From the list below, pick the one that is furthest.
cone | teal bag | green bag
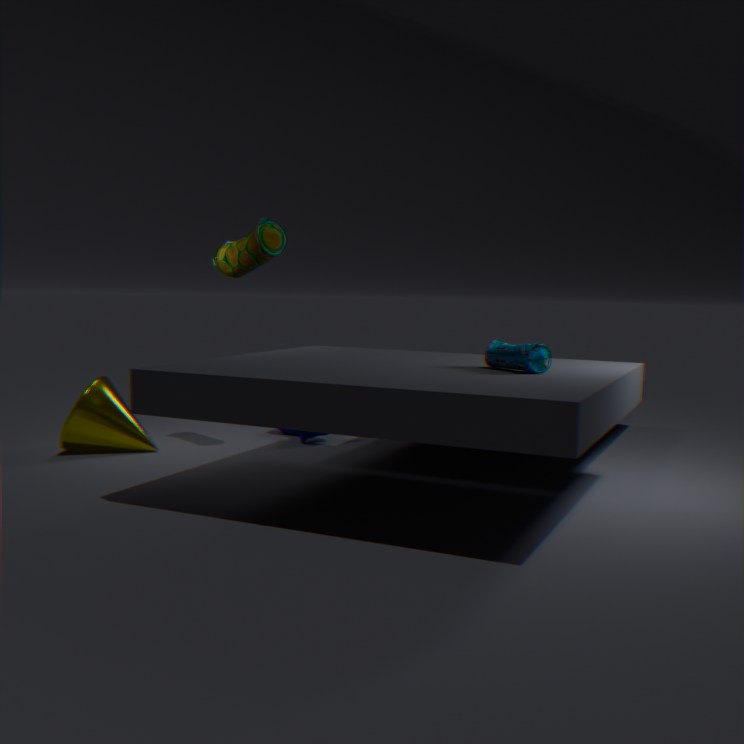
cone
